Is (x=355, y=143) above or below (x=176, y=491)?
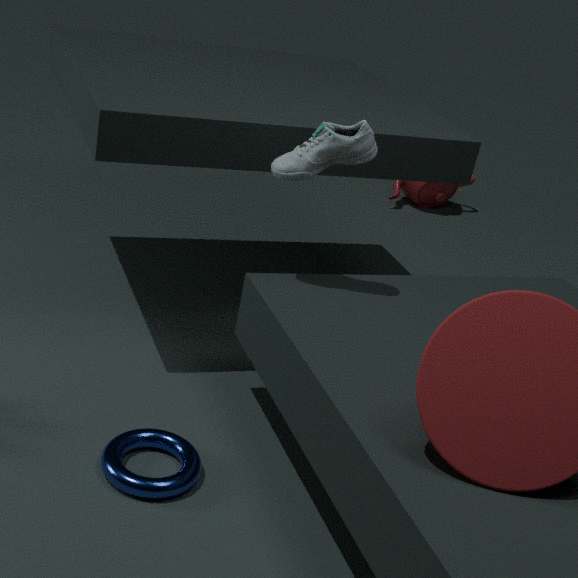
above
